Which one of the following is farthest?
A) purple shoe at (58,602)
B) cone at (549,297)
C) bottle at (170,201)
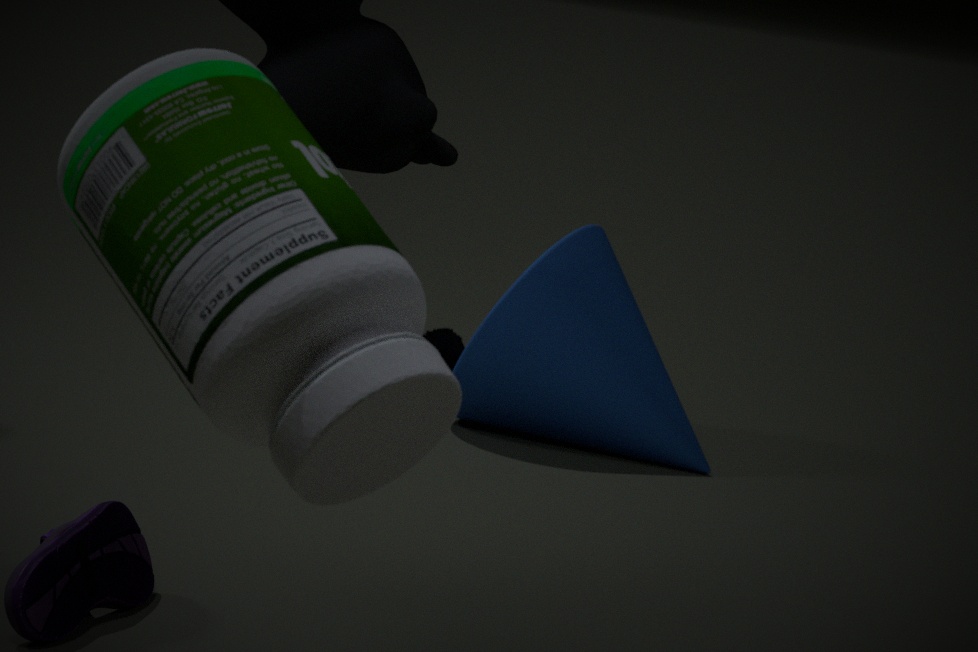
cone at (549,297)
